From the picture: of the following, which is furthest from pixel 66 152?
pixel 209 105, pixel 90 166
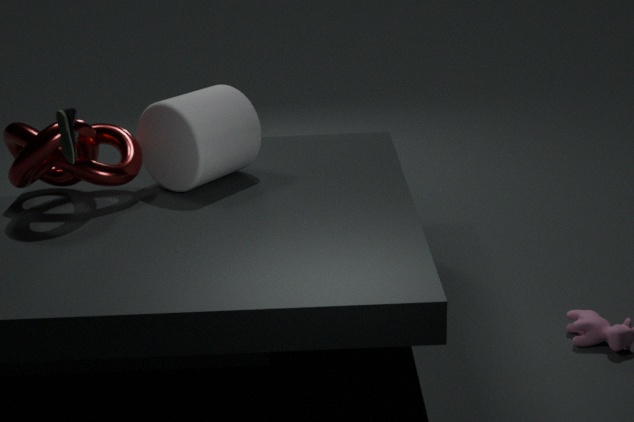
pixel 209 105
